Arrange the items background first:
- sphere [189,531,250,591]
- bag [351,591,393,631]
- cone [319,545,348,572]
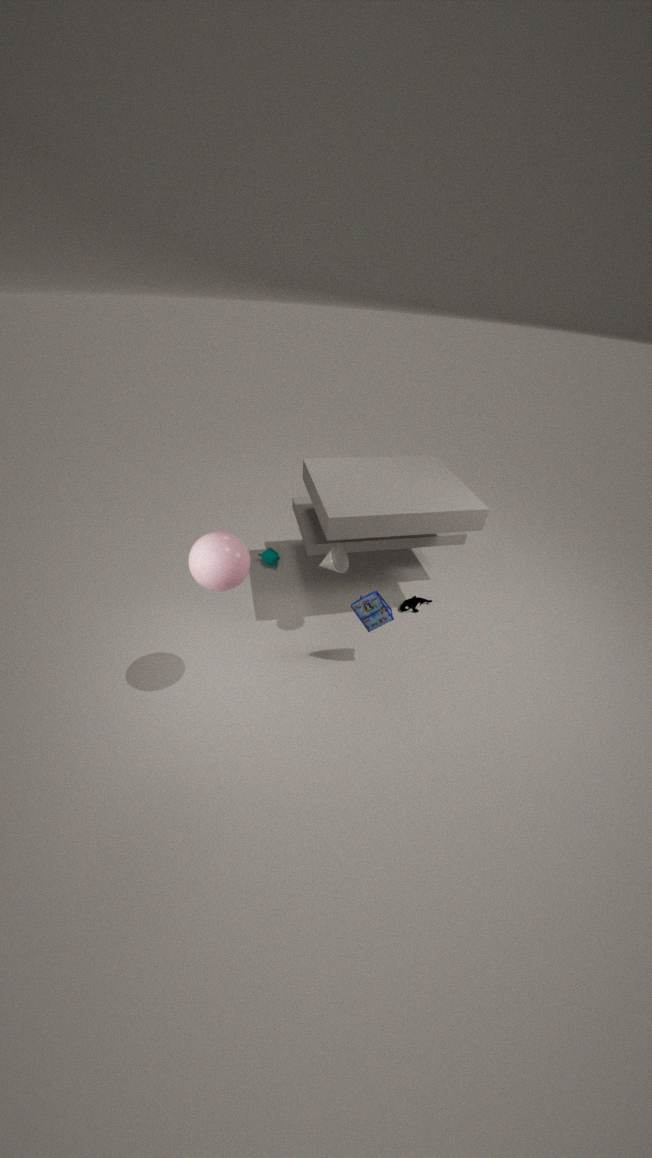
cone [319,545,348,572]
bag [351,591,393,631]
sphere [189,531,250,591]
